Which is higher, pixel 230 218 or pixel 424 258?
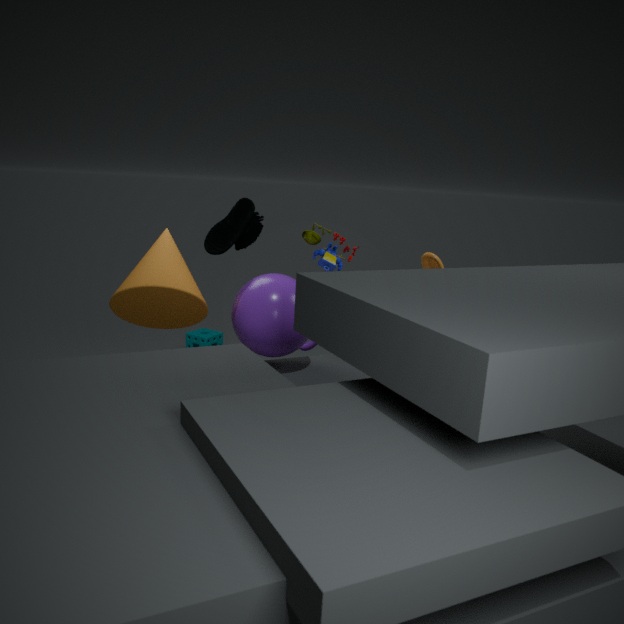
pixel 230 218
